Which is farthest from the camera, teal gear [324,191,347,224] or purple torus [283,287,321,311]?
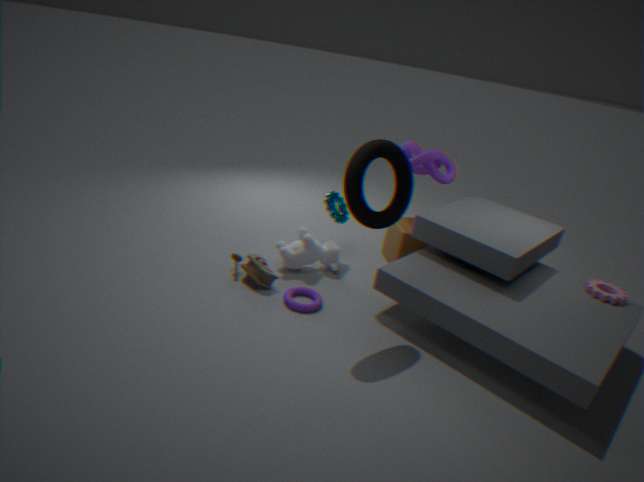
teal gear [324,191,347,224]
